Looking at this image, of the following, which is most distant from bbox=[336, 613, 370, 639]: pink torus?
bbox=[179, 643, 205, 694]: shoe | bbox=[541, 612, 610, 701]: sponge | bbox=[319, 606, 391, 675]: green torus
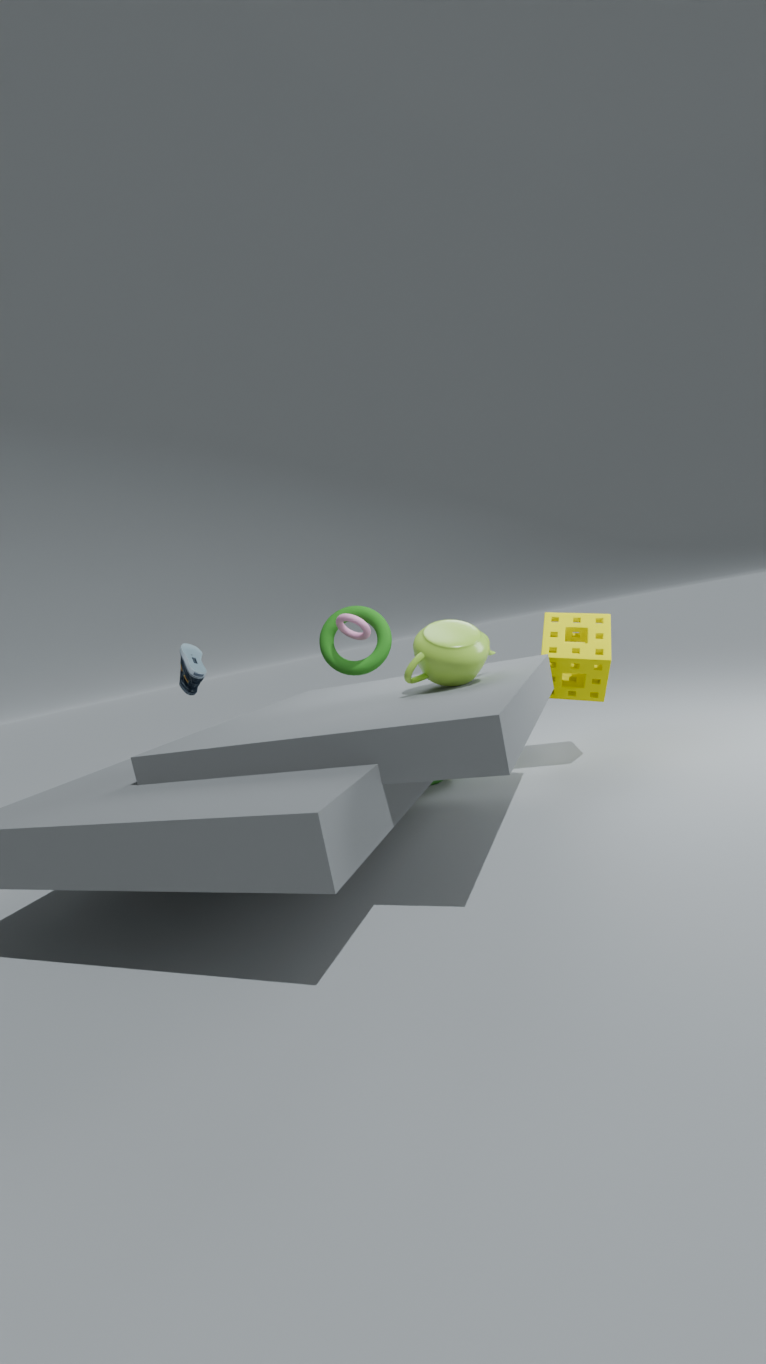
bbox=[179, 643, 205, 694]: shoe
